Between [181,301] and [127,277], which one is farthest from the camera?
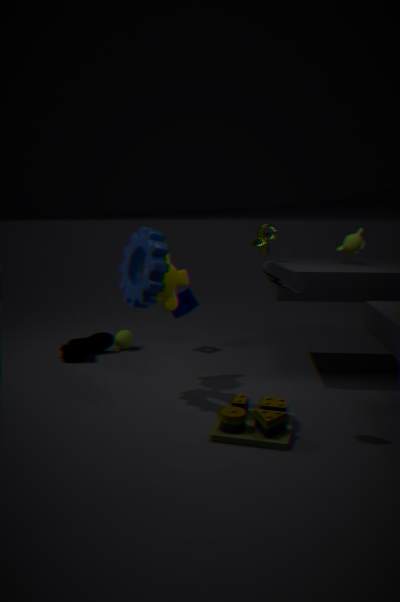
[181,301]
